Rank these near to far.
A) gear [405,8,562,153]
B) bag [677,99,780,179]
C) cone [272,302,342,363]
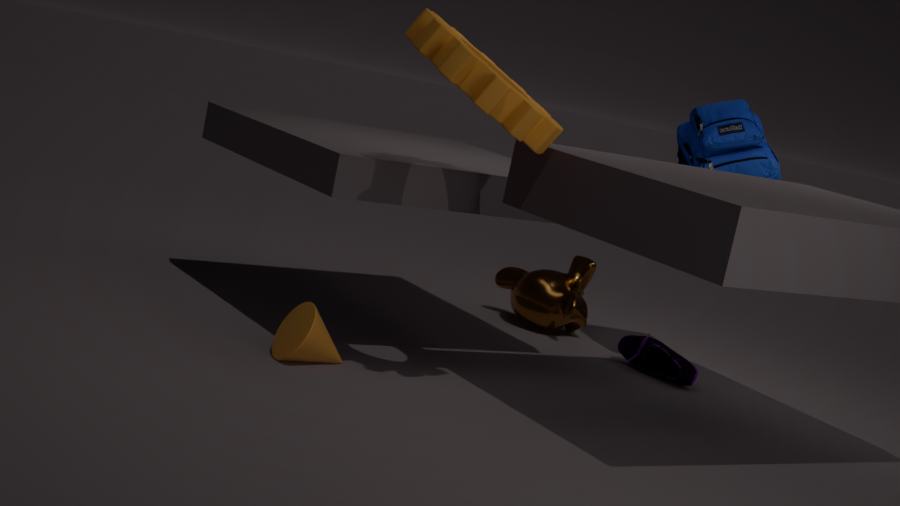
gear [405,8,562,153]
cone [272,302,342,363]
bag [677,99,780,179]
